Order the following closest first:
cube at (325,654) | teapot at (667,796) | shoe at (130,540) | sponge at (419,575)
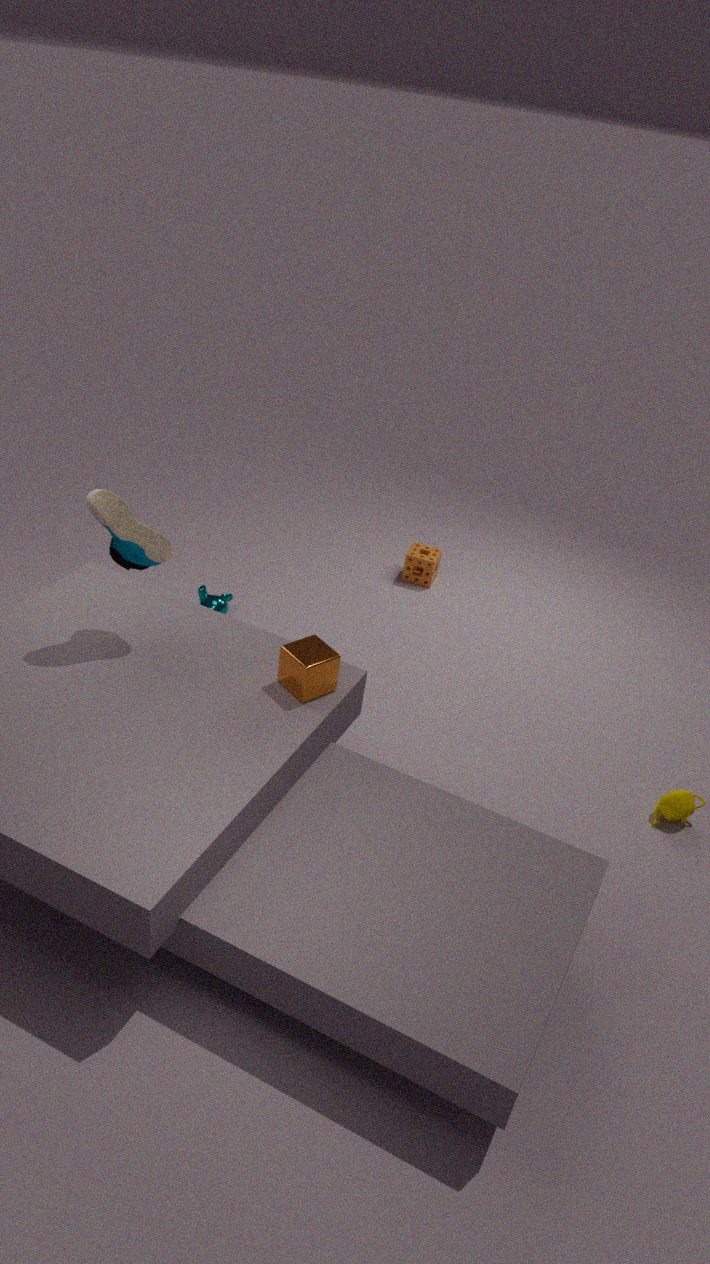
shoe at (130,540) → cube at (325,654) → teapot at (667,796) → sponge at (419,575)
